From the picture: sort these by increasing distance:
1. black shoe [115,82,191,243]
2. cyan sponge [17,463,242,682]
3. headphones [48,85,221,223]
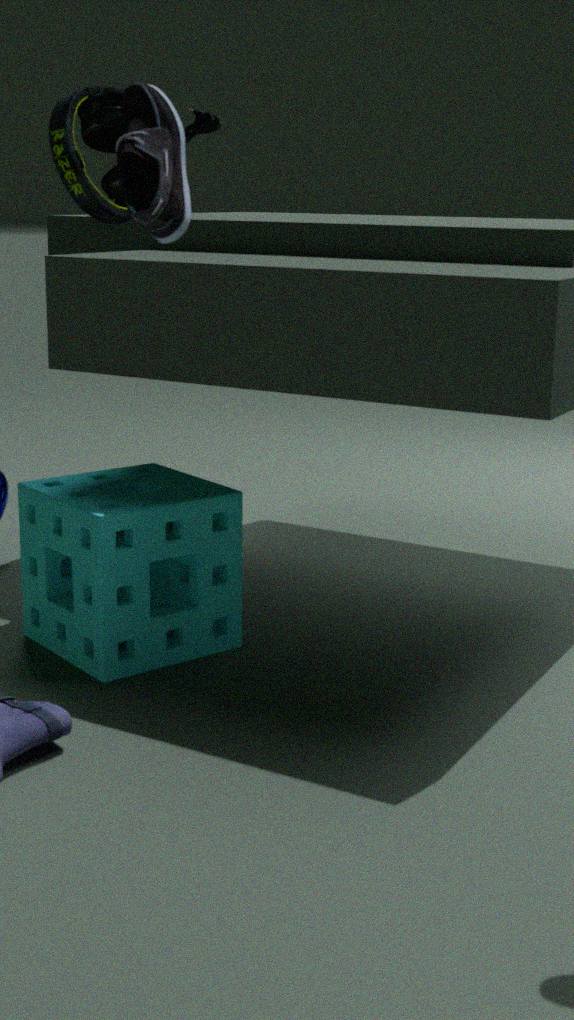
black shoe [115,82,191,243]
headphones [48,85,221,223]
cyan sponge [17,463,242,682]
